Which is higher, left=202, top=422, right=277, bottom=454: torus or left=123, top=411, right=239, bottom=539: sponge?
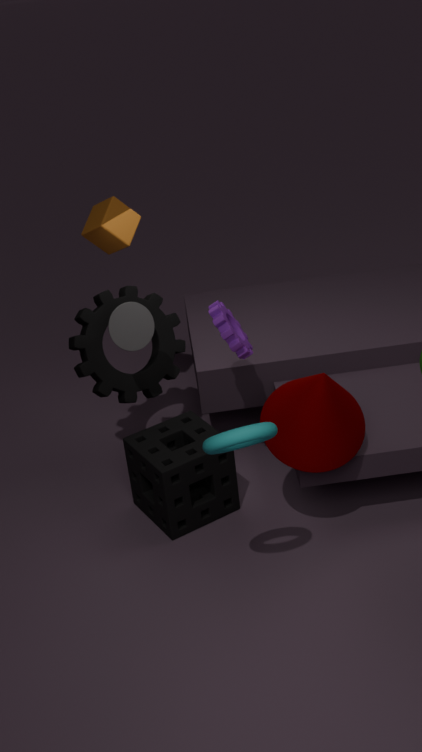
left=202, top=422, right=277, bottom=454: torus
